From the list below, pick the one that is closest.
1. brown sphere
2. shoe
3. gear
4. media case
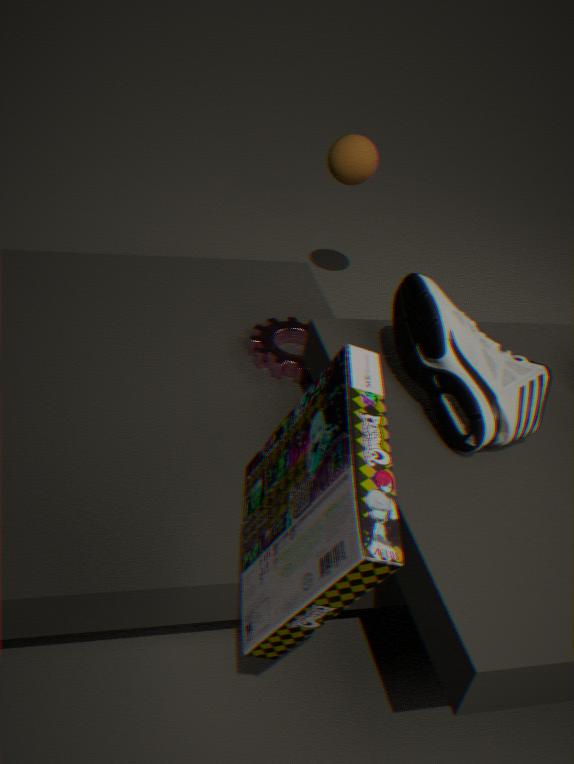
media case
